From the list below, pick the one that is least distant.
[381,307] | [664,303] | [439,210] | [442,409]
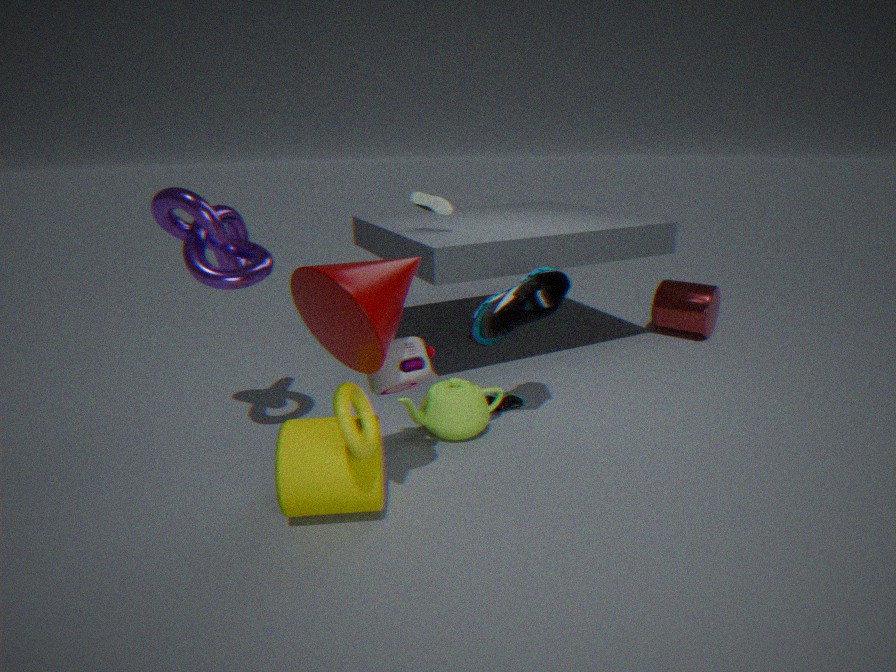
[381,307]
